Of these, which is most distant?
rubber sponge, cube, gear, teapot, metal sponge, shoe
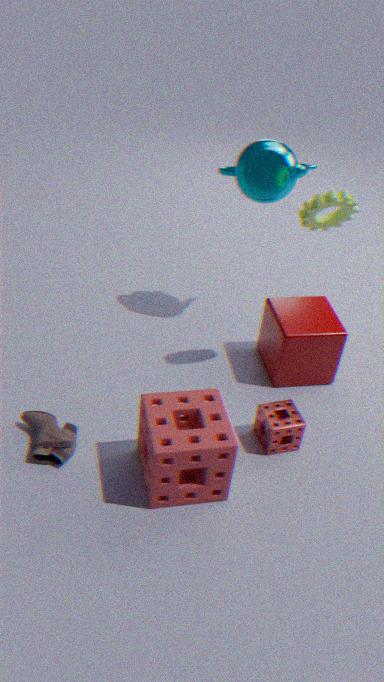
cube
